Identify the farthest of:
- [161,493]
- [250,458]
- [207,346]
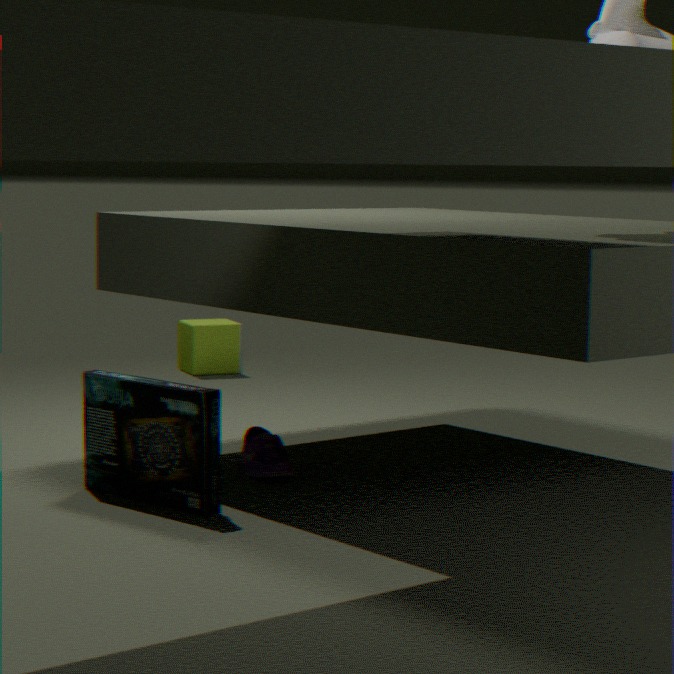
[207,346]
